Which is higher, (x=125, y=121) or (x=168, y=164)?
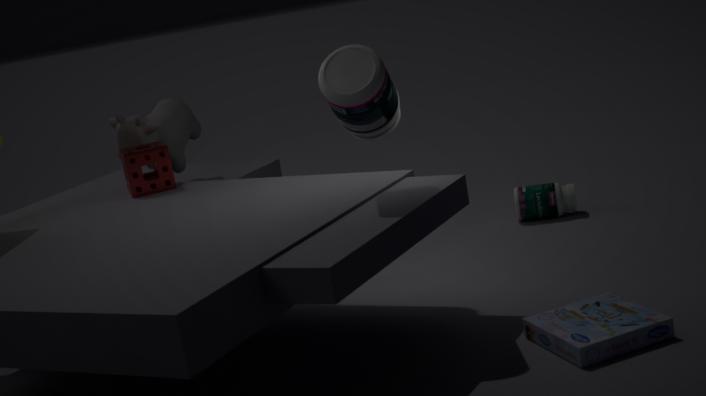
(x=125, y=121)
